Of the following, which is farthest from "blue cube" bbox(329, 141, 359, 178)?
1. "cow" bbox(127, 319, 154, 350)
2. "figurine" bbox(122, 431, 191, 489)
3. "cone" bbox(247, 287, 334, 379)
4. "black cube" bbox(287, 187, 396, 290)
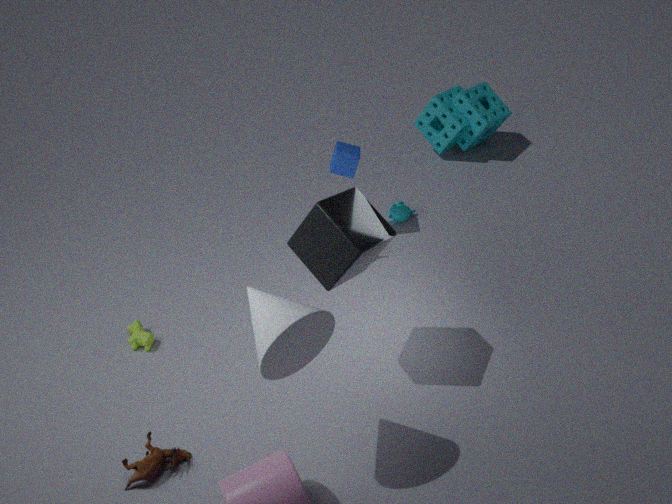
"figurine" bbox(122, 431, 191, 489)
